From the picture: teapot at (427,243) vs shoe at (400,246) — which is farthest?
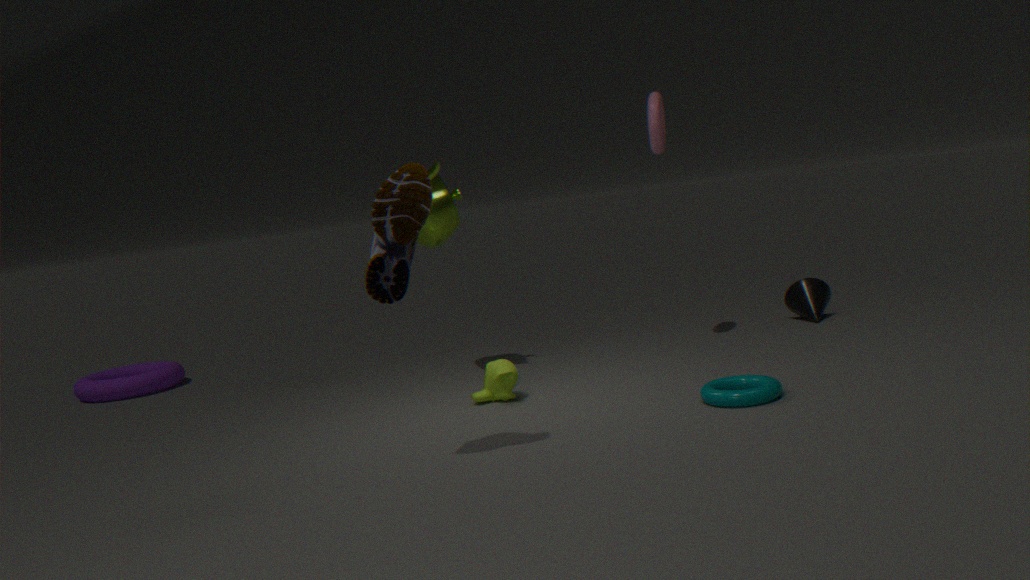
teapot at (427,243)
